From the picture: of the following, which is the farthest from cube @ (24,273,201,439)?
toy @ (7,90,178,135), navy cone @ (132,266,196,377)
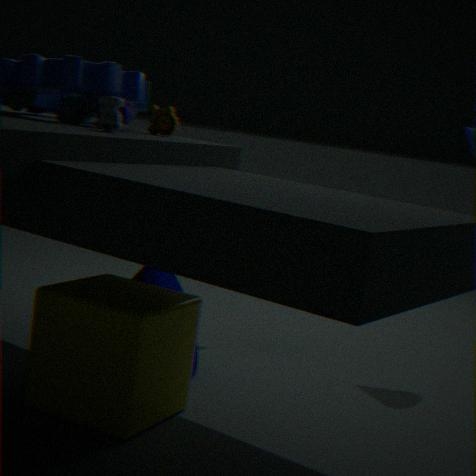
toy @ (7,90,178,135)
